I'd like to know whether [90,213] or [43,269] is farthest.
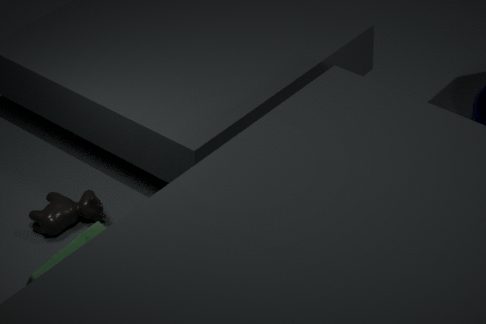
[90,213]
